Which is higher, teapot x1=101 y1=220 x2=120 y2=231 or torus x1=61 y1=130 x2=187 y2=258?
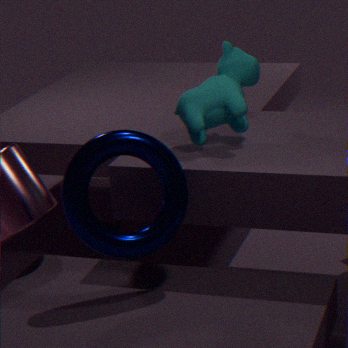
torus x1=61 y1=130 x2=187 y2=258
